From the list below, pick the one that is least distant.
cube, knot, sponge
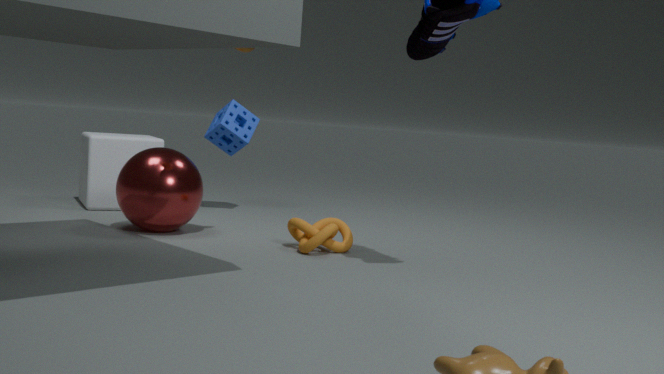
knot
